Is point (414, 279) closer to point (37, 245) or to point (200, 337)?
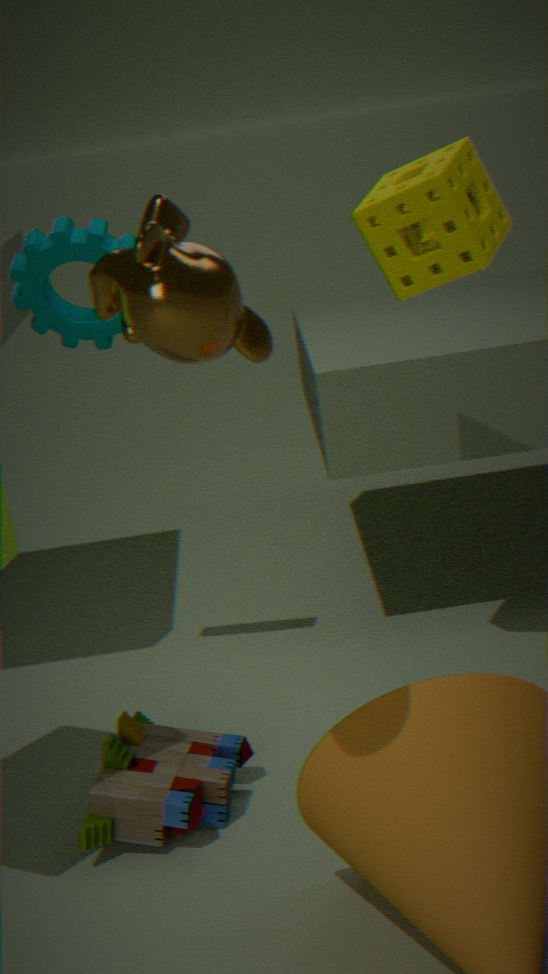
point (37, 245)
